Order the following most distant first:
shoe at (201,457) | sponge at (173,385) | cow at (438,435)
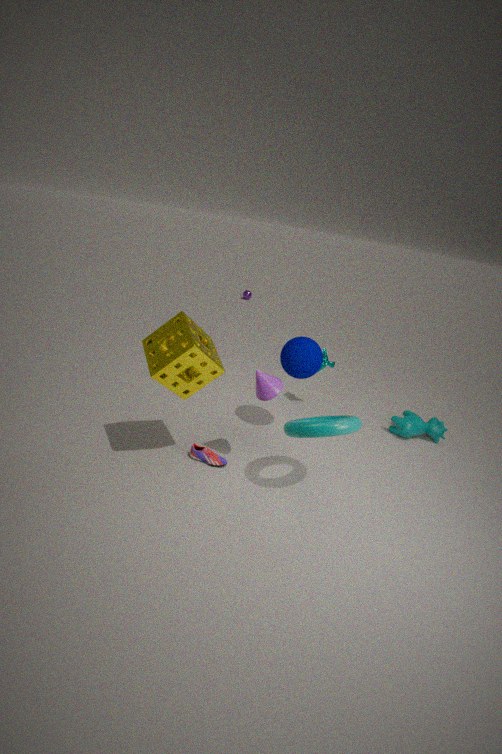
cow at (438,435)
shoe at (201,457)
sponge at (173,385)
